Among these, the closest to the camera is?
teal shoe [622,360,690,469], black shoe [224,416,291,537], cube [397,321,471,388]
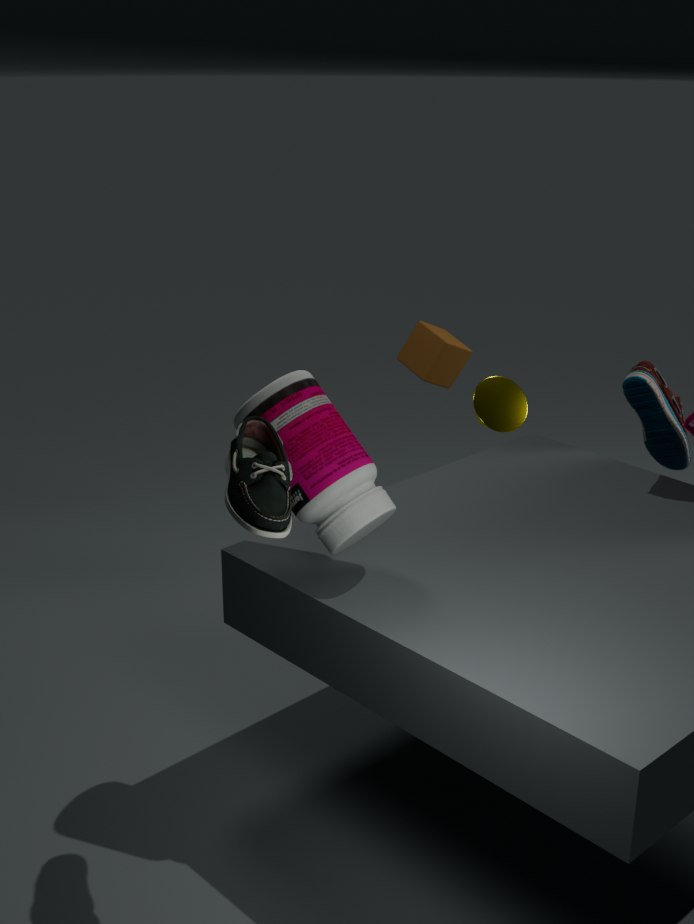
black shoe [224,416,291,537]
